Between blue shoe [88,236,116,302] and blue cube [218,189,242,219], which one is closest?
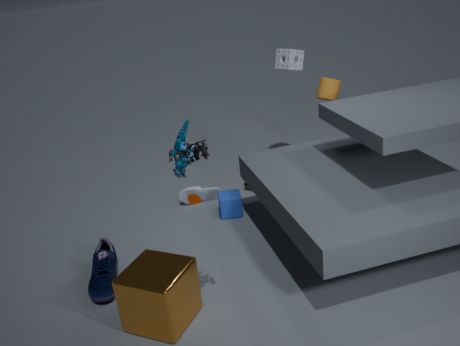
blue shoe [88,236,116,302]
